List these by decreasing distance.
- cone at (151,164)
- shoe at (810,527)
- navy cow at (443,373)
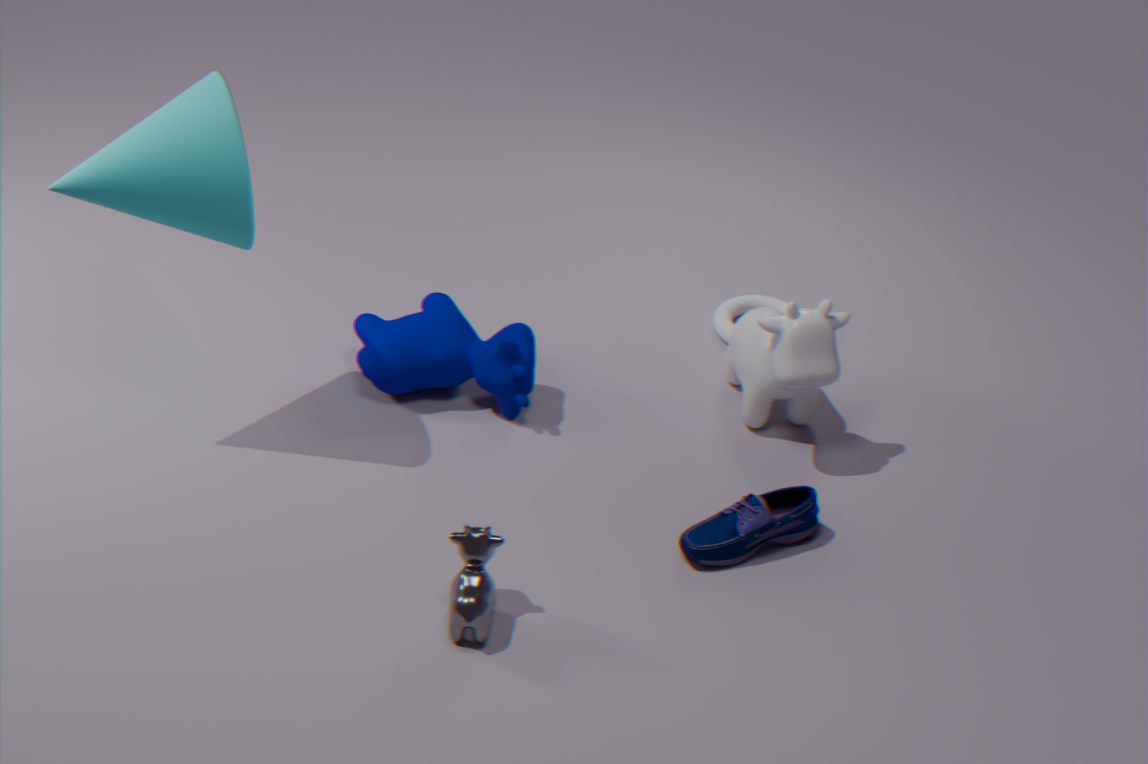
navy cow at (443,373)
shoe at (810,527)
cone at (151,164)
